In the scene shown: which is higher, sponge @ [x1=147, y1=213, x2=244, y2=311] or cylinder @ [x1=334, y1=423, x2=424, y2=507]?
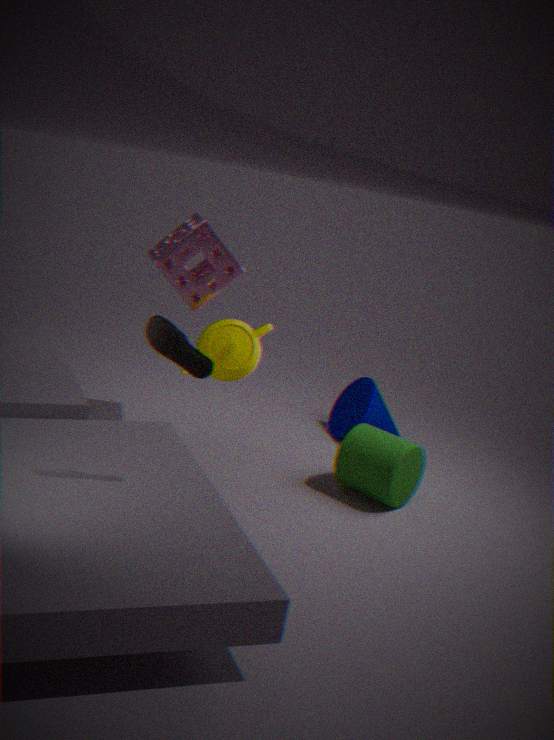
sponge @ [x1=147, y1=213, x2=244, y2=311]
